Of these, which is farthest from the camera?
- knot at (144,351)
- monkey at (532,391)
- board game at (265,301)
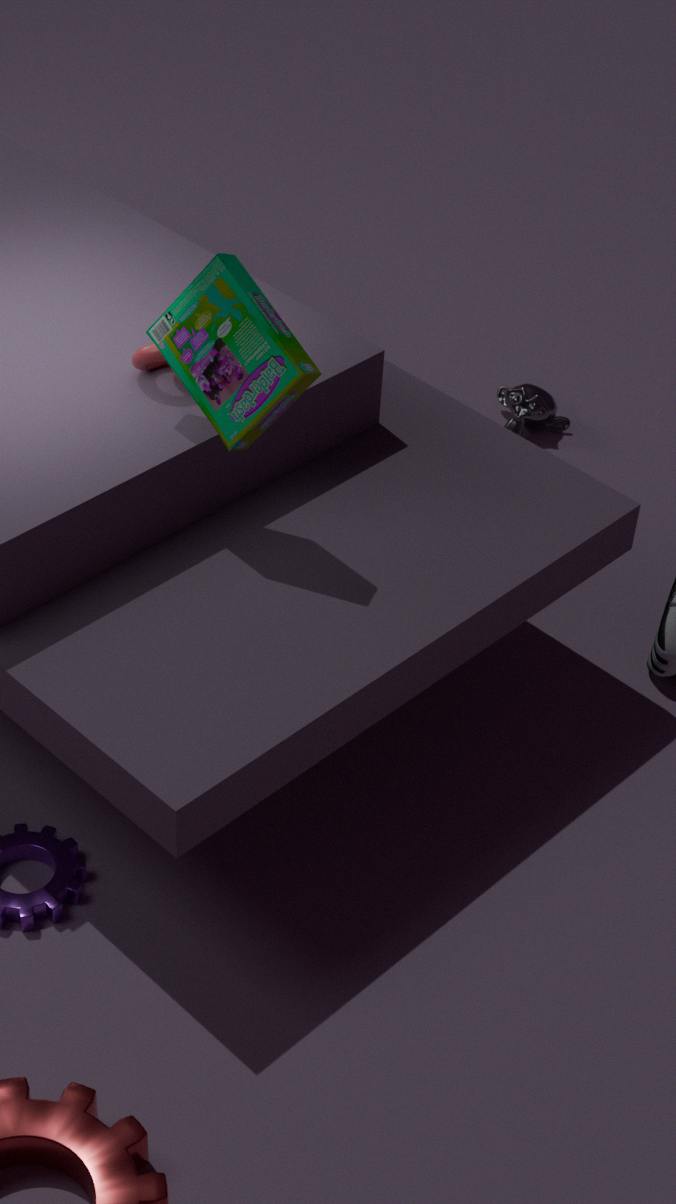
monkey at (532,391)
